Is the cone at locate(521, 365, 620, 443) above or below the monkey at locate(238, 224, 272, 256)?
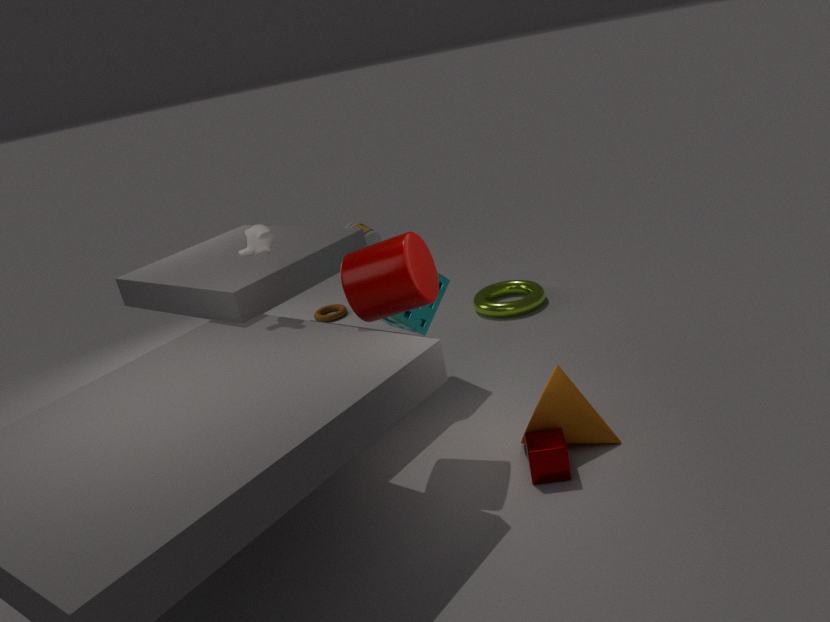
below
